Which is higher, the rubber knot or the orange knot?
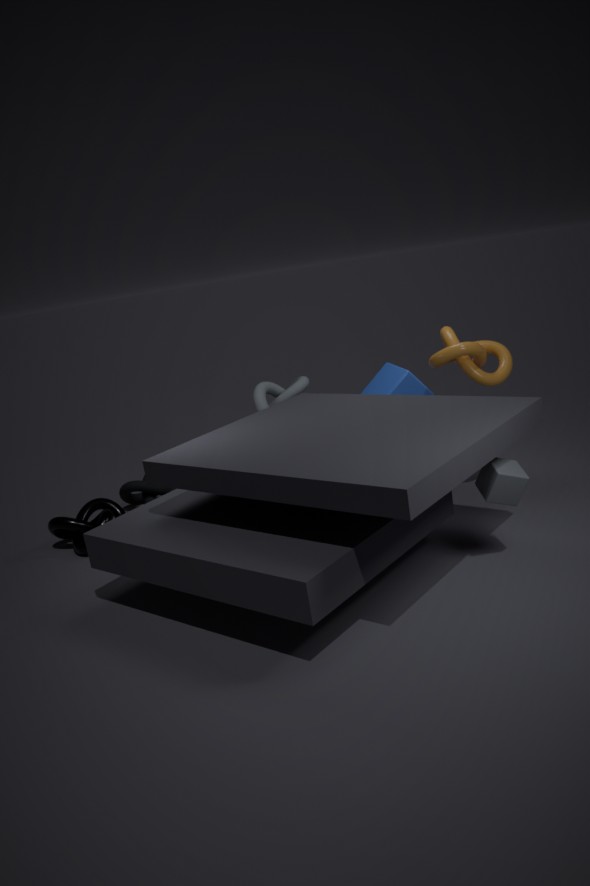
the orange knot
